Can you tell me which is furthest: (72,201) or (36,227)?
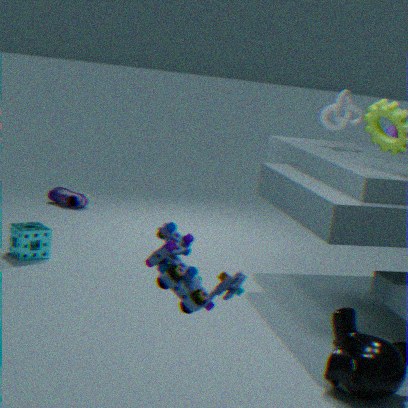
(72,201)
